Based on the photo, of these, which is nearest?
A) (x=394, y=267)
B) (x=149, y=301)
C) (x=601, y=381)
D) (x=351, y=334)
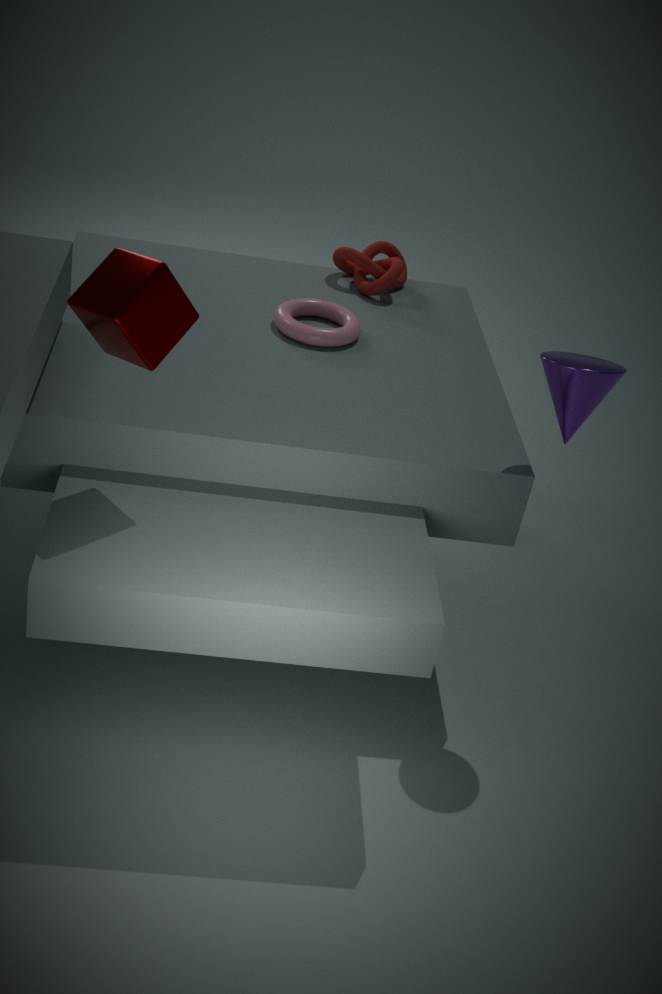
(x=149, y=301)
